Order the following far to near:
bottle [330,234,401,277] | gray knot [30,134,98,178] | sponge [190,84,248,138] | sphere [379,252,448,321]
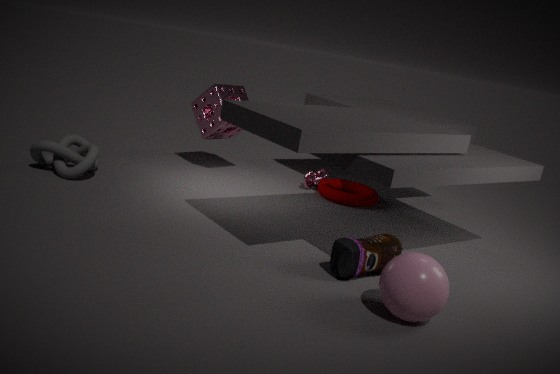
sponge [190,84,248,138] → gray knot [30,134,98,178] → bottle [330,234,401,277] → sphere [379,252,448,321]
